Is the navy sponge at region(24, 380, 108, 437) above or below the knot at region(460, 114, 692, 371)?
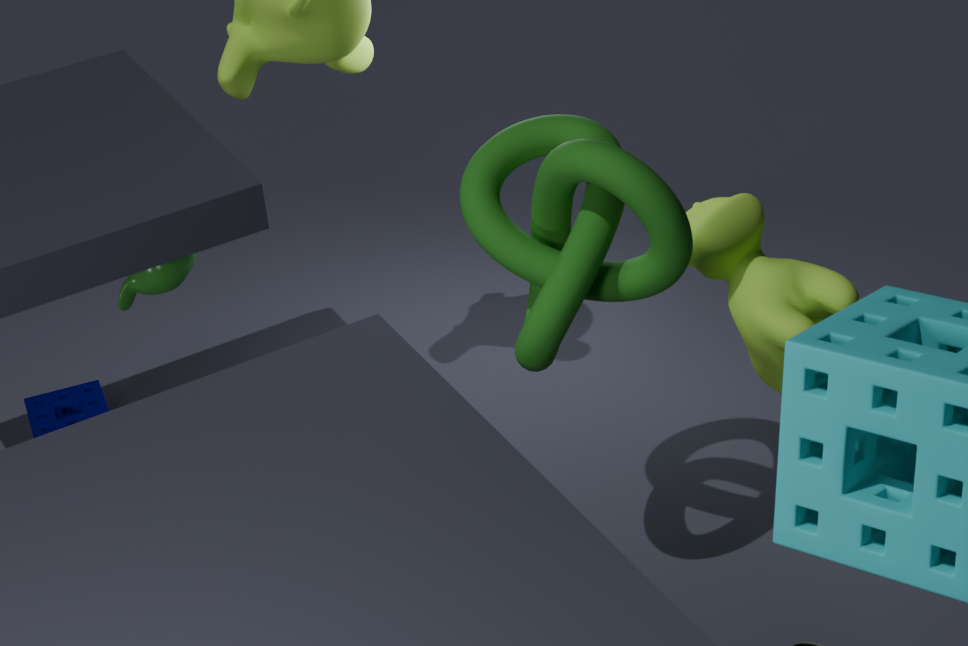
below
